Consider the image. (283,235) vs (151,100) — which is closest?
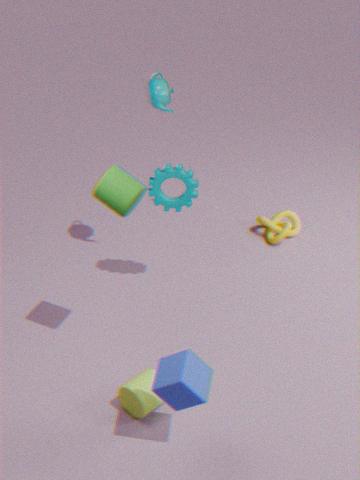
(151,100)
